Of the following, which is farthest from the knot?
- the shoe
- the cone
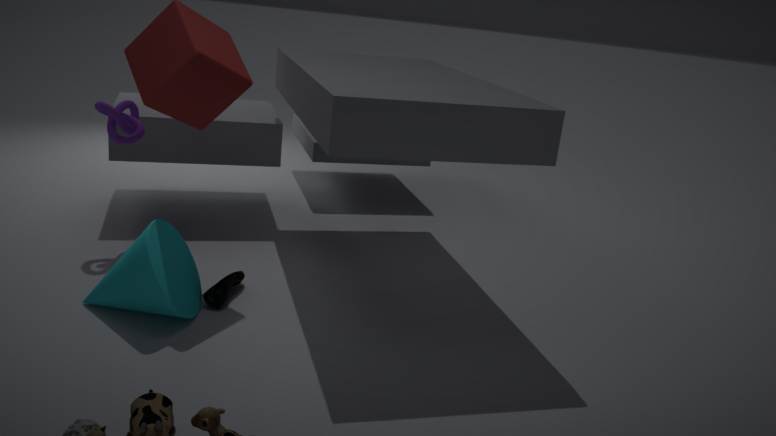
the shoe
